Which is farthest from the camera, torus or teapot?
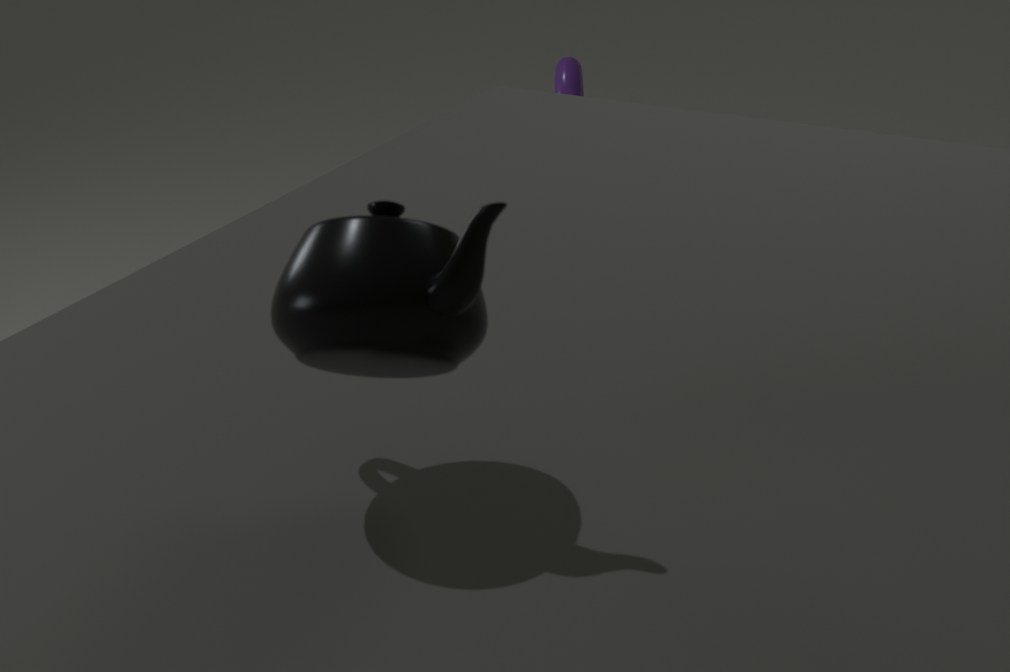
torus
